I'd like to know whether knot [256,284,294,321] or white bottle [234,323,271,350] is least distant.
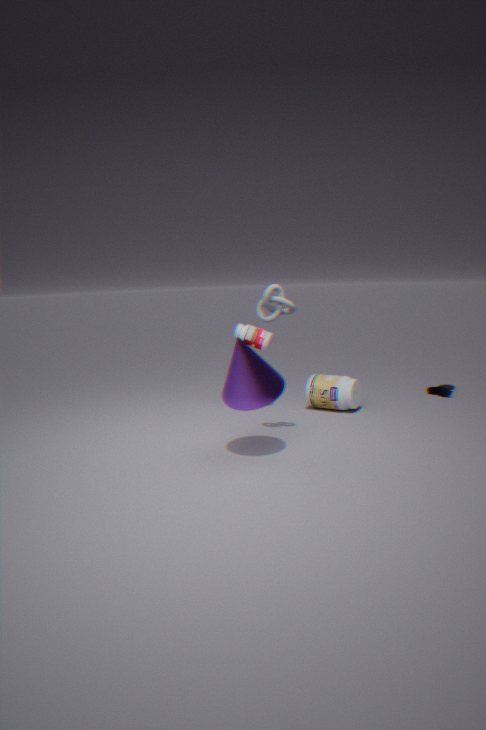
knot [256,284,294,321]
